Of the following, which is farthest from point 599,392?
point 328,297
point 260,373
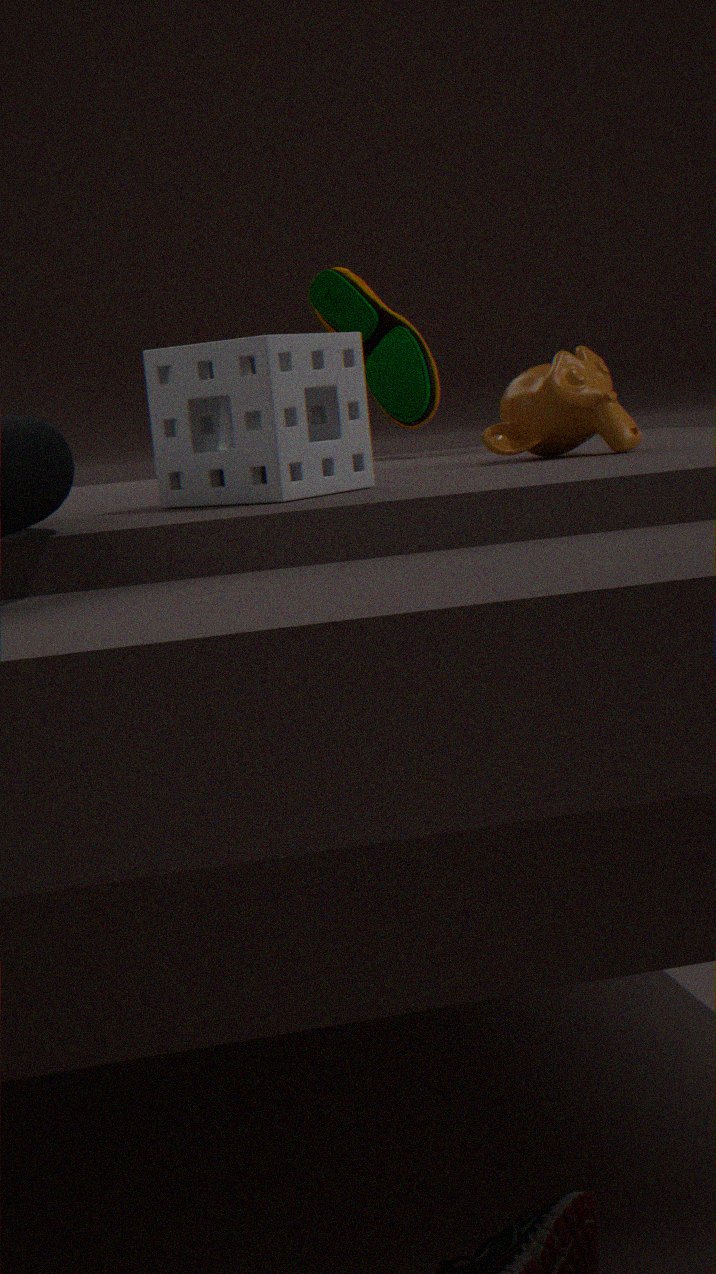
point 328,297
